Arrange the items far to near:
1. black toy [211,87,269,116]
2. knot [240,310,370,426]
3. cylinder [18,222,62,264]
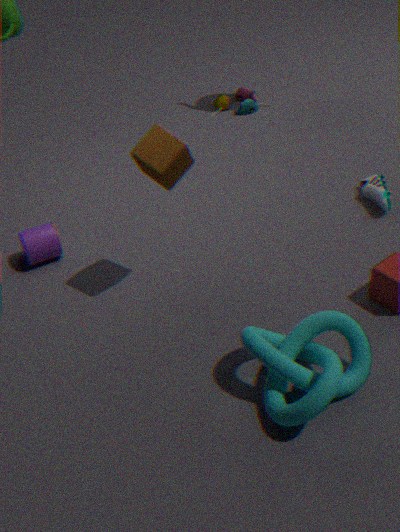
black toy [211,87,269,116] < cylinder [18,222,62,264] < knot [240,310,370,426]
